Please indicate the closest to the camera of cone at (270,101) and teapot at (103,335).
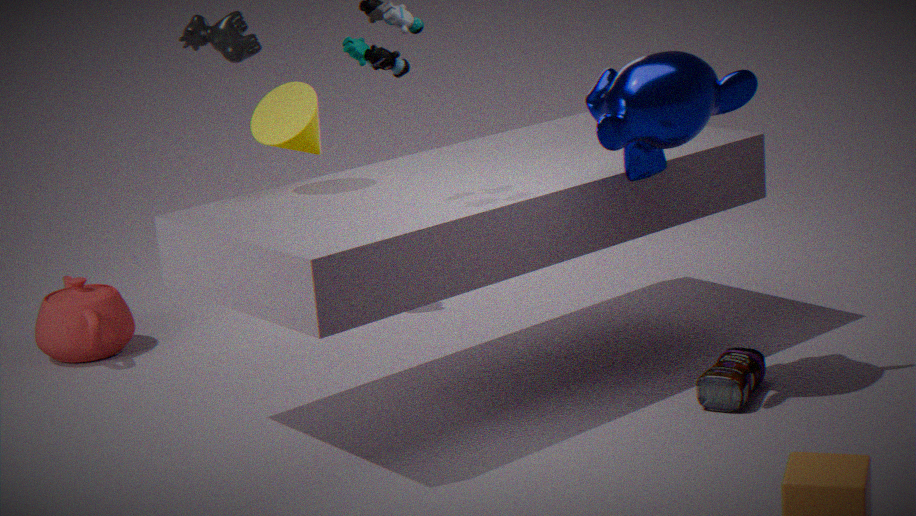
cone at (270,101)
